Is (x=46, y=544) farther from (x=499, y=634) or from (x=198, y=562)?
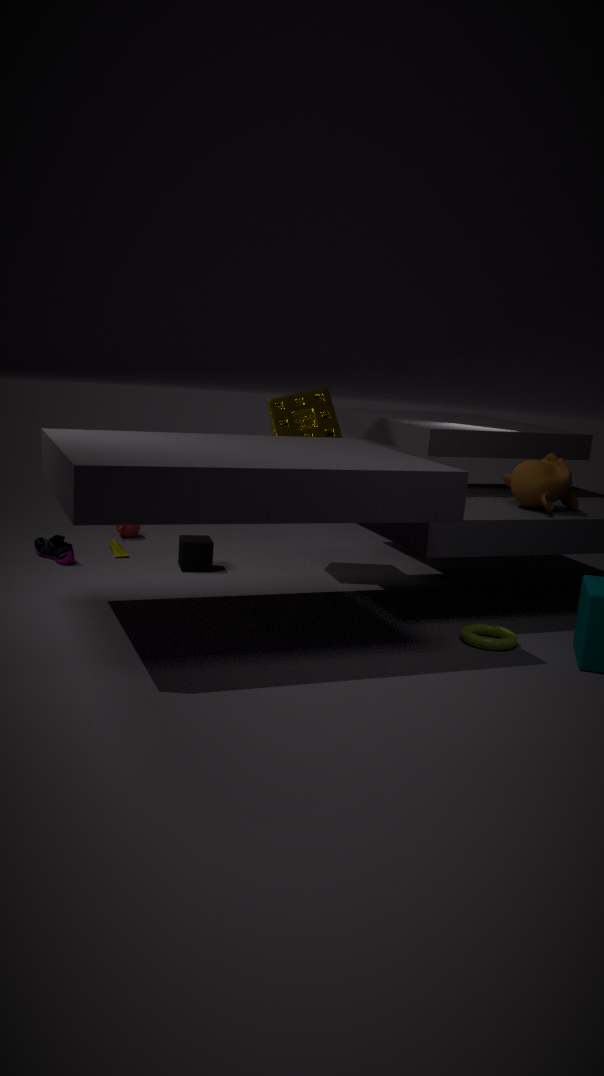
(x=499, y=634)
